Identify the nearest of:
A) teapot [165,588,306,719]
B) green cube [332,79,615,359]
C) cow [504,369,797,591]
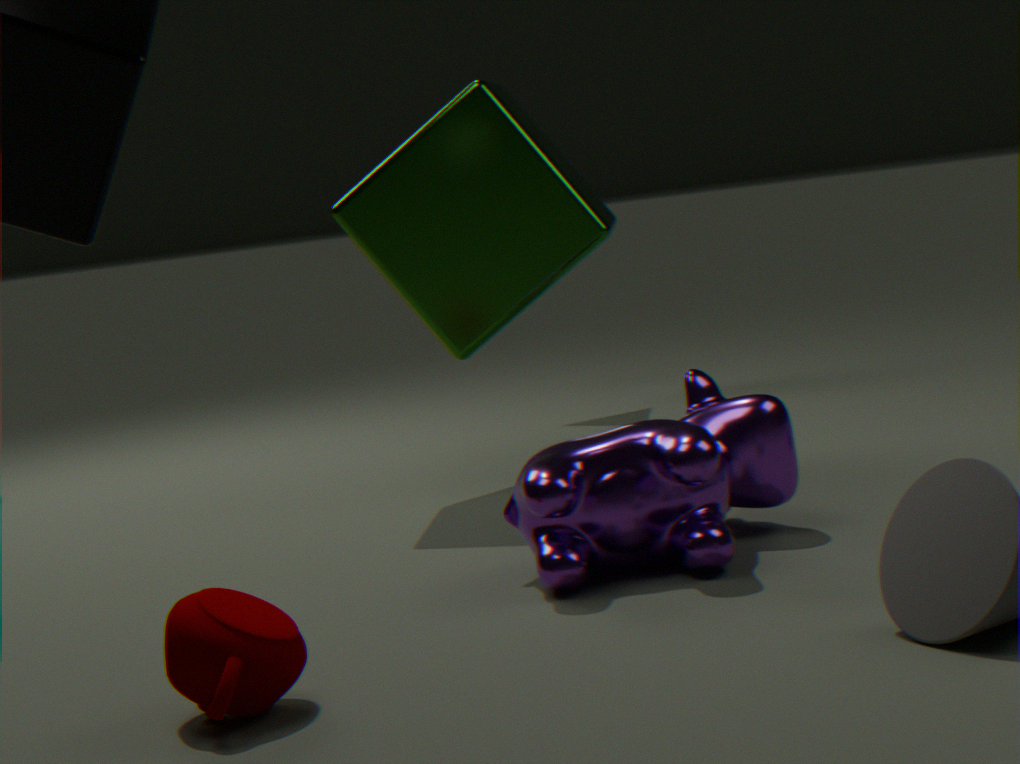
A. teapot [165,588,306,719]
